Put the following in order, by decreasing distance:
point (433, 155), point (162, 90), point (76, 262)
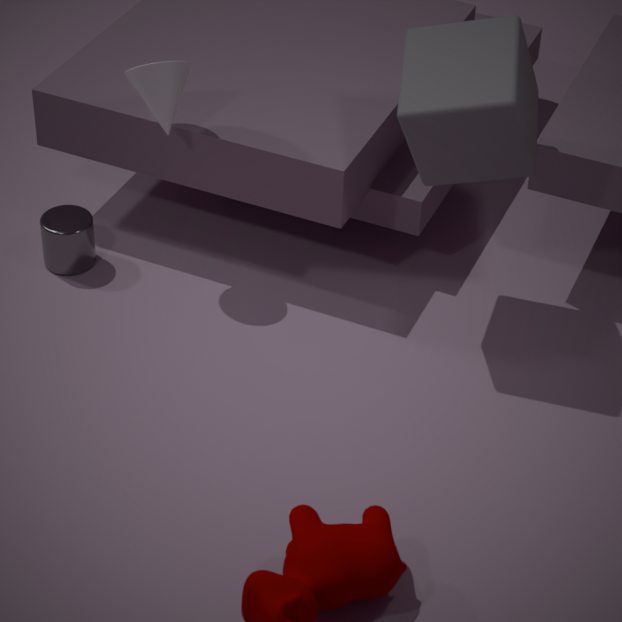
point (76, 262) → point (162, 90) → point (433, 155)
